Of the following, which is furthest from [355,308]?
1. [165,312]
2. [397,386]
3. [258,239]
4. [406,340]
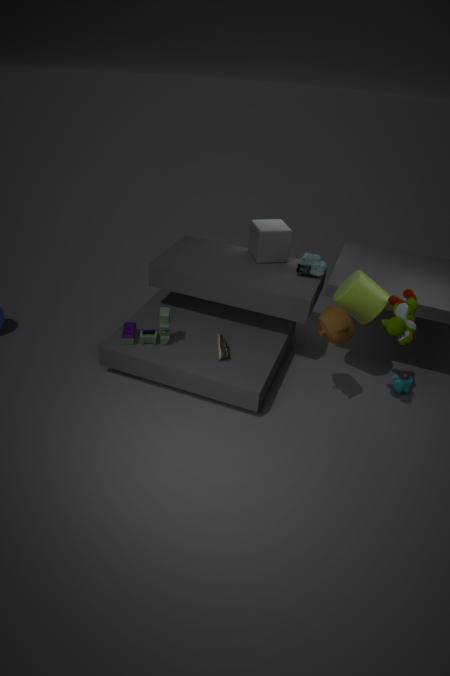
[165,312]
